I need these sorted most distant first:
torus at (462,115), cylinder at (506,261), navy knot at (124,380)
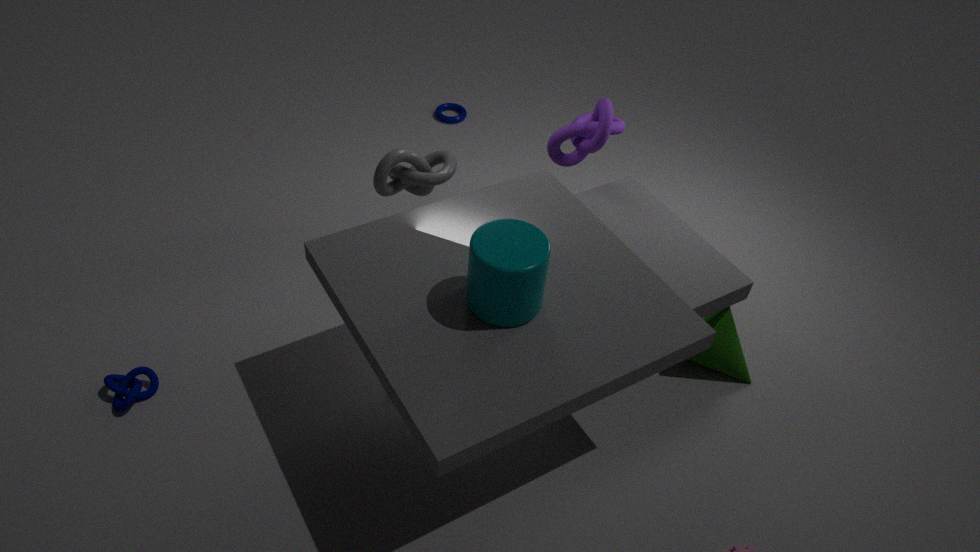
torus at (462,115) < navy knot at (124,380) < cylinder at (506,261)
